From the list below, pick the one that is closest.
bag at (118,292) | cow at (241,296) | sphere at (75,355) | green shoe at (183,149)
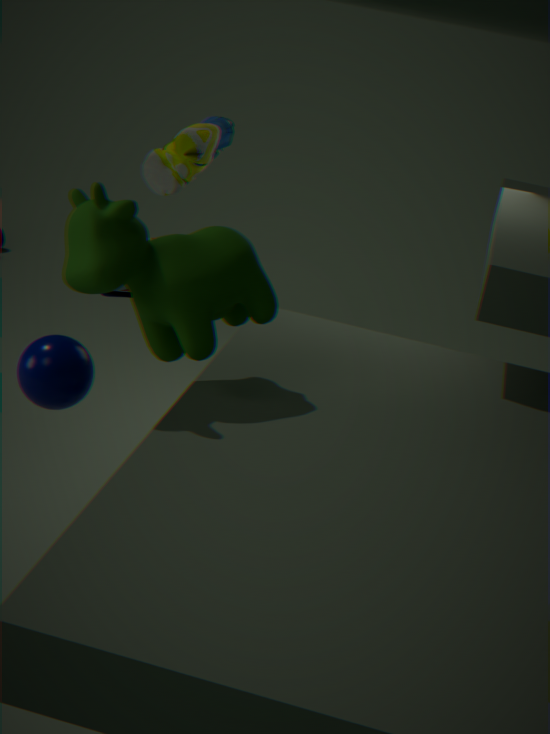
cow at (241,296)
